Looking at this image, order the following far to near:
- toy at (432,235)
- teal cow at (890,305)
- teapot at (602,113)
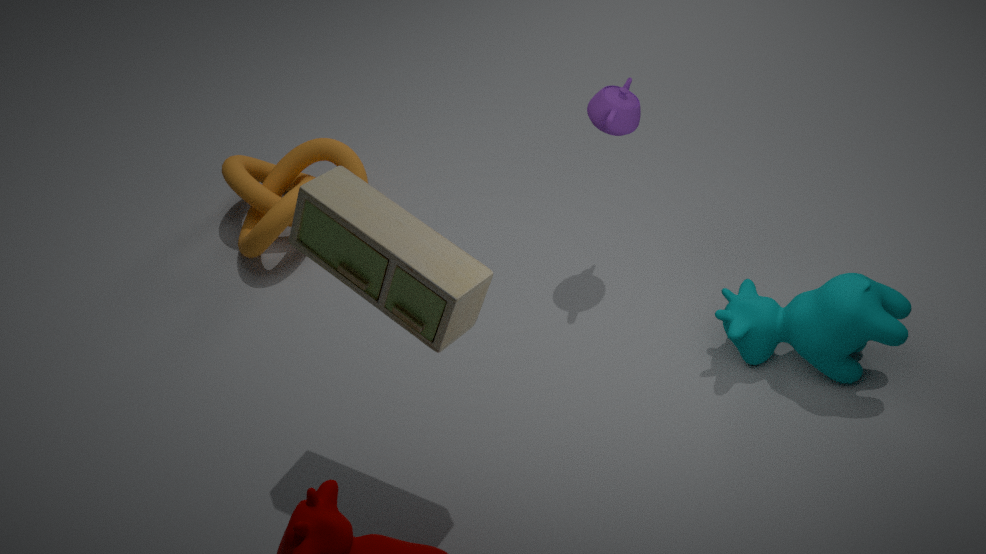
1. teapot at (602,113)
2. teal cow at (890,305)
3. toy at (432,235)
